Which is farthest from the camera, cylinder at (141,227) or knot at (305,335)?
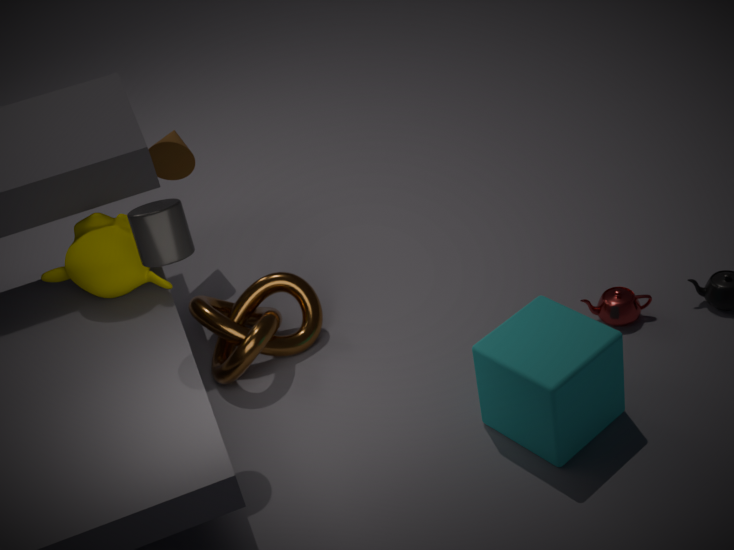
knot at (305,335)
